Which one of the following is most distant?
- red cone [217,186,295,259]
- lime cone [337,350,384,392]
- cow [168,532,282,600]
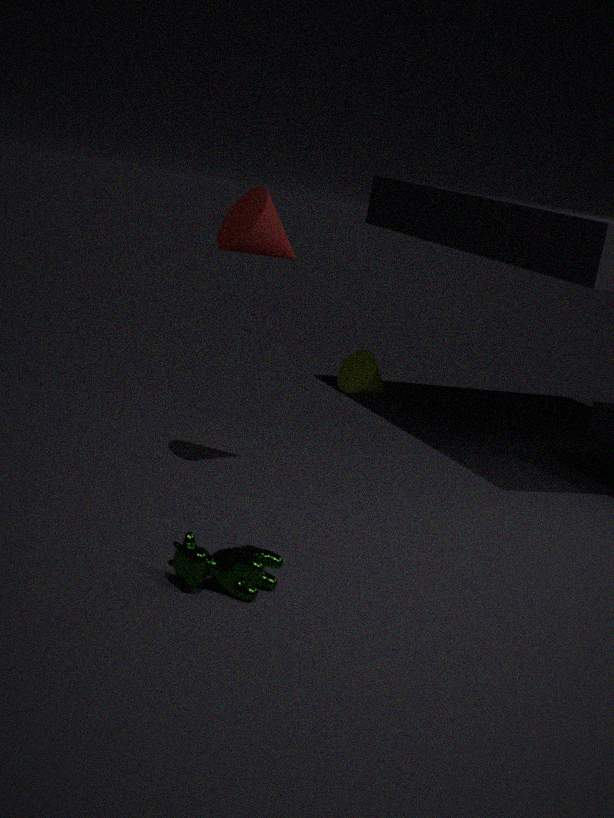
lime cone [337,350,384,392]
